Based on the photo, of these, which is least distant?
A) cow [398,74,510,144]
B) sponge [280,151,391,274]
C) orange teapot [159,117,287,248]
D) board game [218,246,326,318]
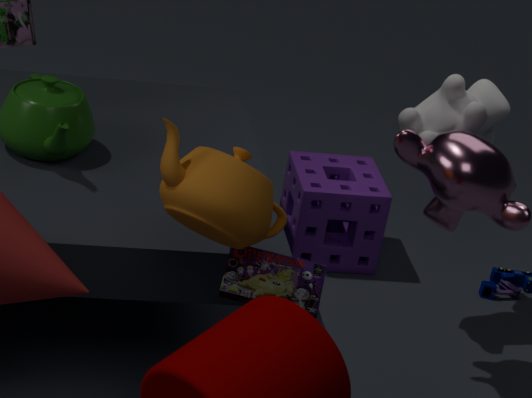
orange teapot [159,117,287,248]
